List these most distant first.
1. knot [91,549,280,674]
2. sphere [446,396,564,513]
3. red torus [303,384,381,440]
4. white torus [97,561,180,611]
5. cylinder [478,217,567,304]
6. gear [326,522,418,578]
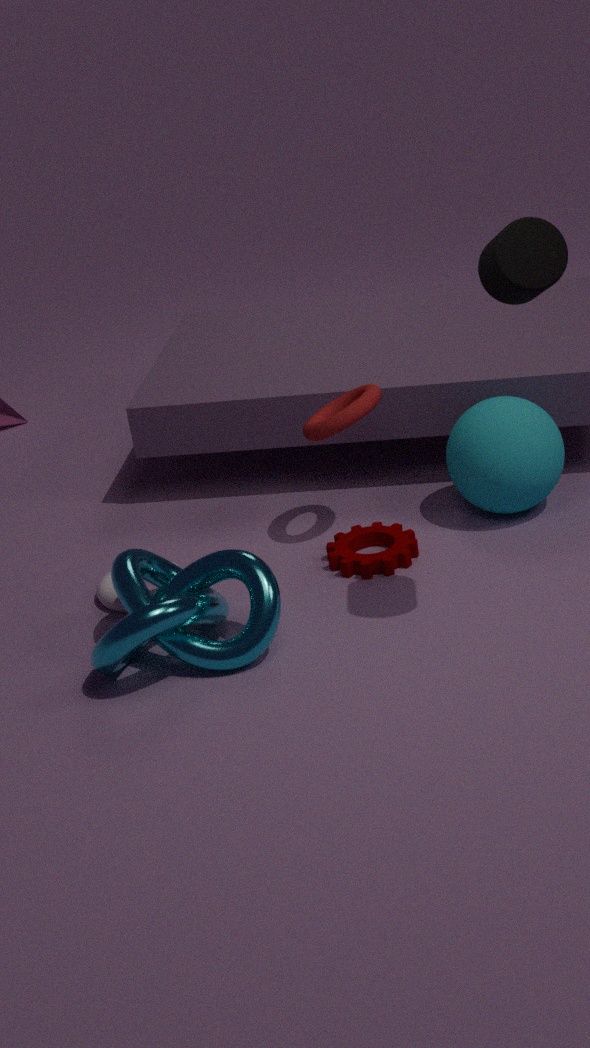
1. sphere [446,396,564,513]
2. red torus [303,384,381,440]
3. white torus [97,561,180,611]
4. gear [326,522,418,578]
5. knot [91,549,280,674]
6. cylinder [478,217,567,304]
